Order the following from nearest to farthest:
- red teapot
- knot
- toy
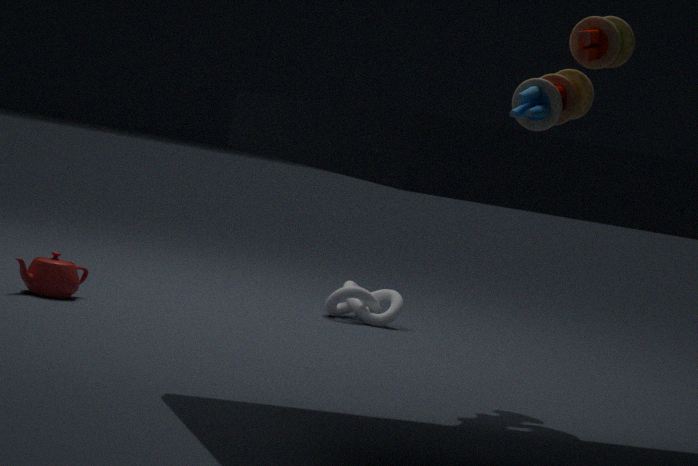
1. toy
2. red teapot
3. knot
